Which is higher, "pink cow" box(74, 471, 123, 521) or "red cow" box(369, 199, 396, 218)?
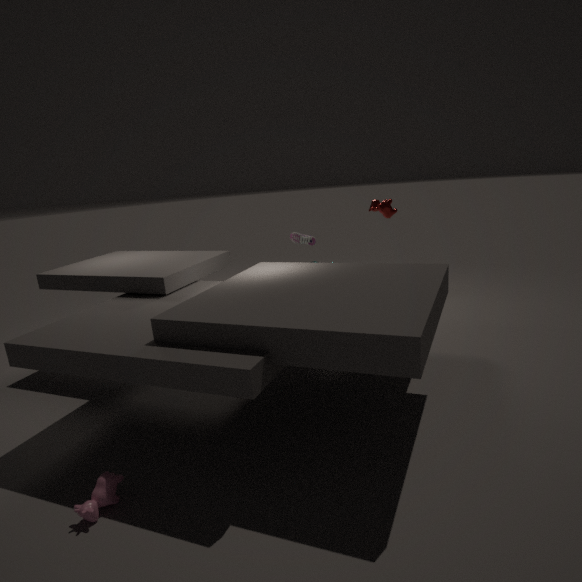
"red cow" box(369, 199, 396, 218)
